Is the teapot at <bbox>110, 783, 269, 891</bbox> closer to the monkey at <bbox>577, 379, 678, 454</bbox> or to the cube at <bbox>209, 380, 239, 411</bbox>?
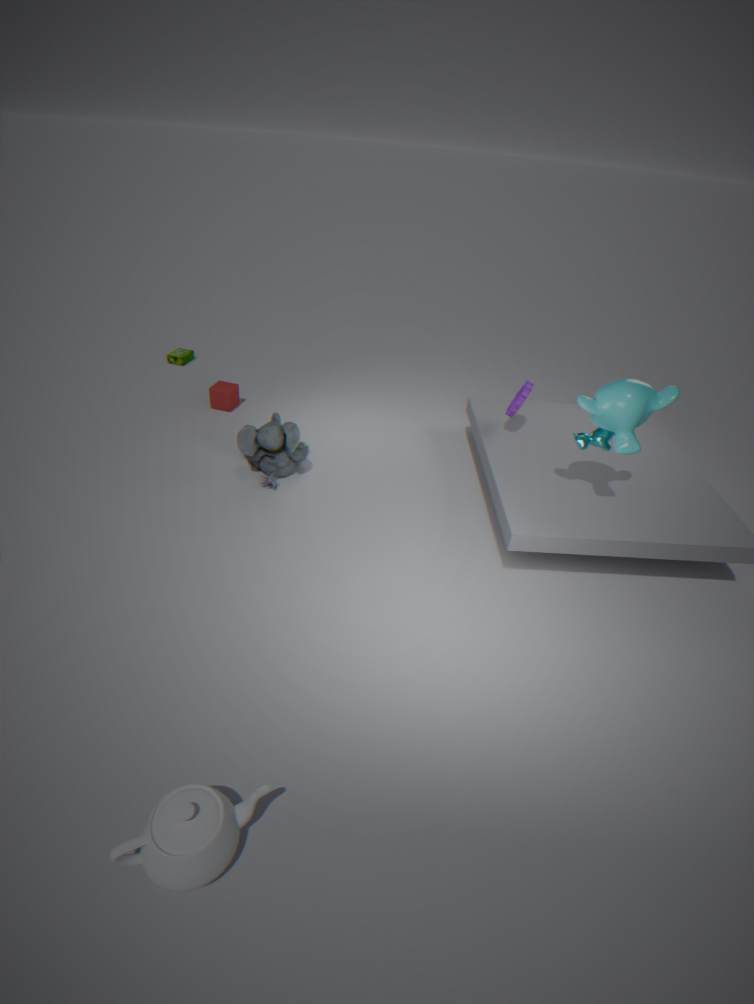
the monkey at <bbox>577, 379, 678, 454</bbox>
